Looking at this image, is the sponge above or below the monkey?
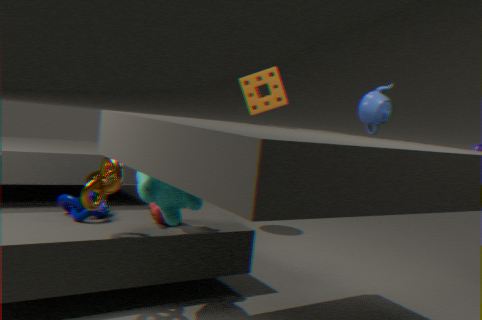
above
